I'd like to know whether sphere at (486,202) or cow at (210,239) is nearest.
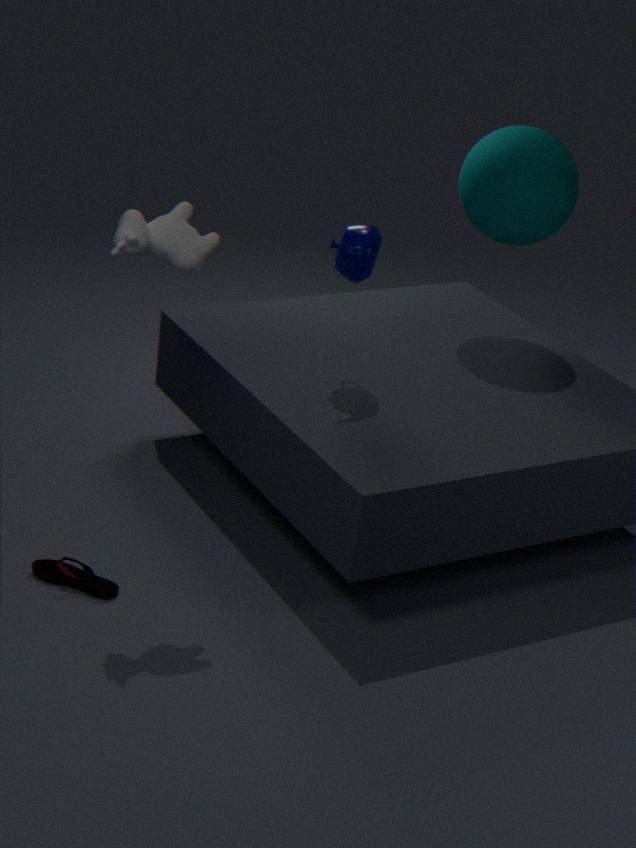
cow at (210,239)
